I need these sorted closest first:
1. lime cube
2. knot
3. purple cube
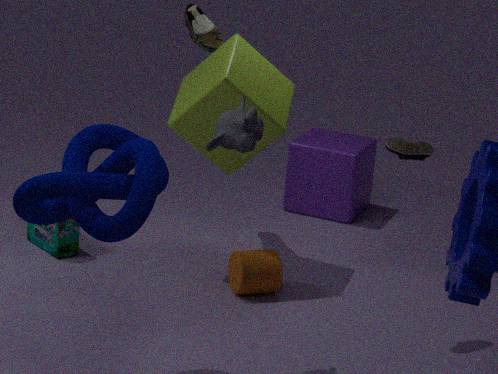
knot < lime cube < purple cube
